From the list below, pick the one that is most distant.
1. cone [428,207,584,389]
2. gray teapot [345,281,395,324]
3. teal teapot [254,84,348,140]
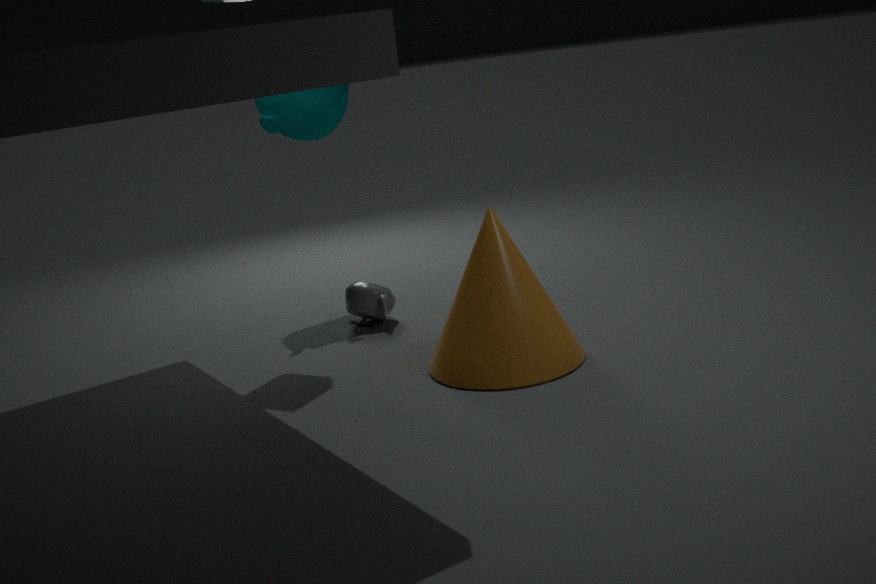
teal teapot [254,84,348,140]
